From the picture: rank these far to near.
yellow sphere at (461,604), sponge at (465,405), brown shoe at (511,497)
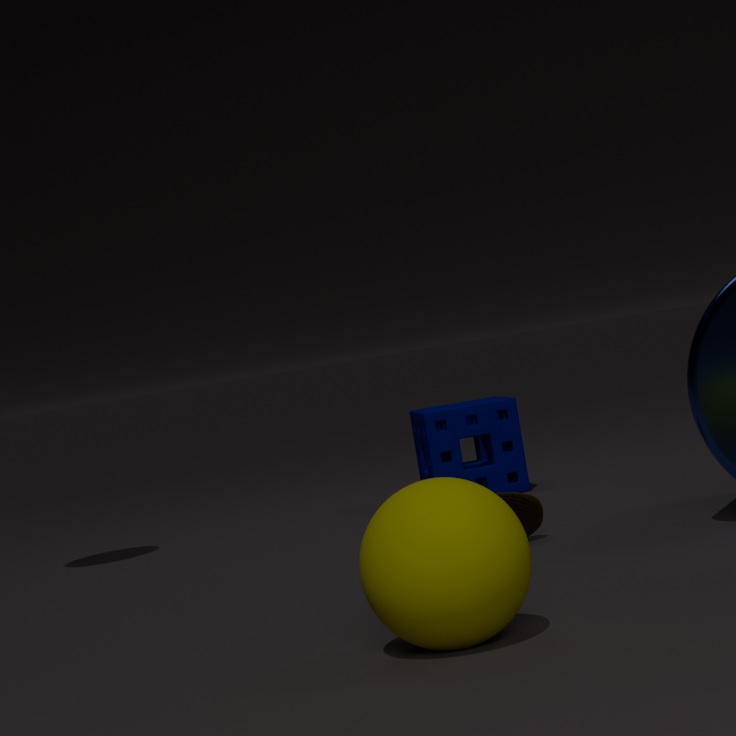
sponge at (465,405) → brown shoe at (511,497) → yellow sphere at (461,604)
